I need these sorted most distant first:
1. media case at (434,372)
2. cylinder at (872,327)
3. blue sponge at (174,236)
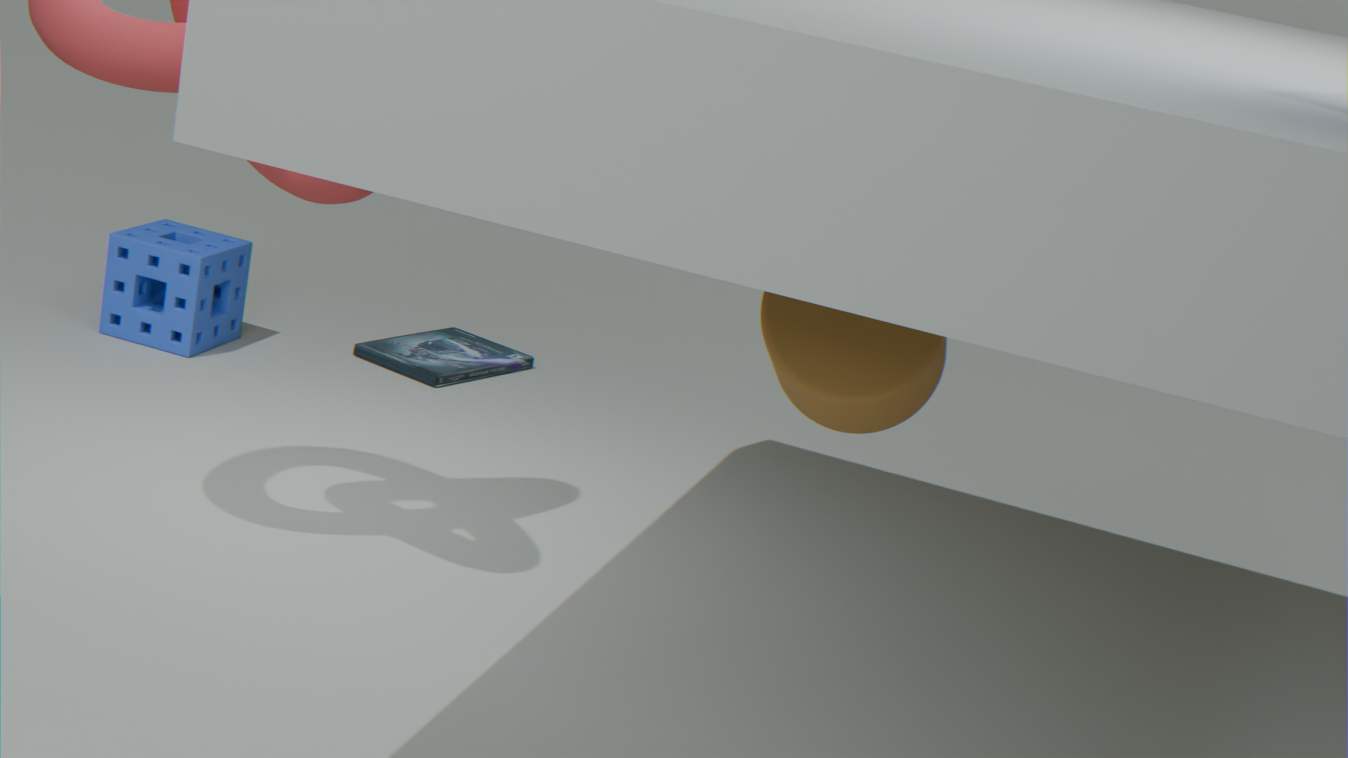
media case at (434,372), blue sponge at (174,236), cylinder at (872,327)
